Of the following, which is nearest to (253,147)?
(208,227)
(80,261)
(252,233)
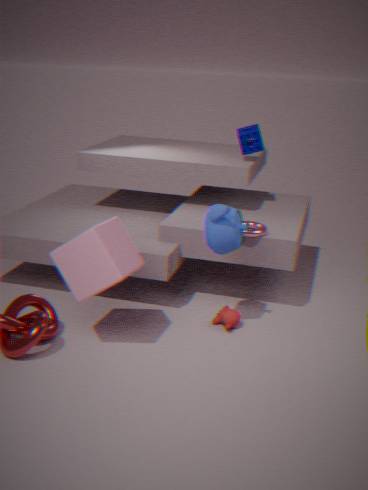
(252,233)
